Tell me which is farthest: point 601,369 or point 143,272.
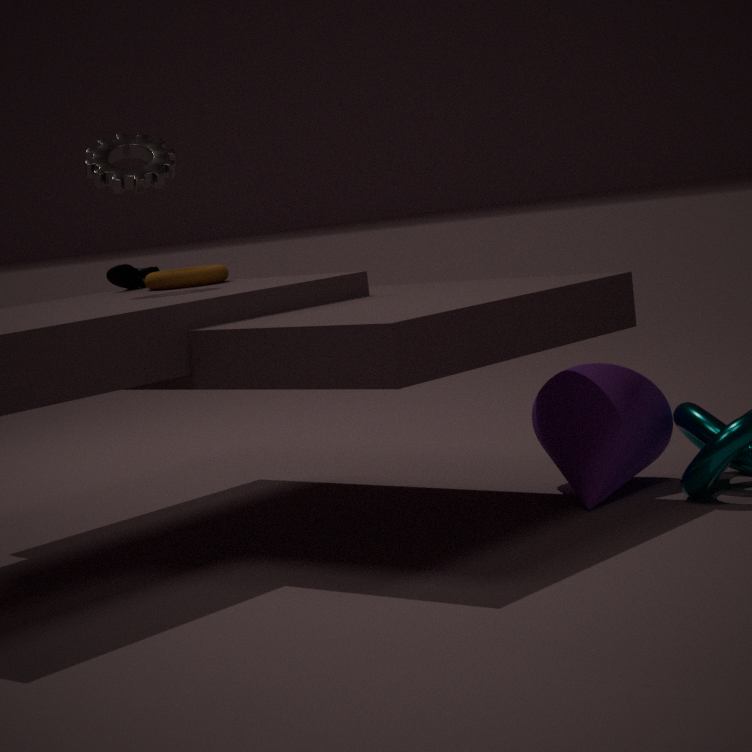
point 143,272
